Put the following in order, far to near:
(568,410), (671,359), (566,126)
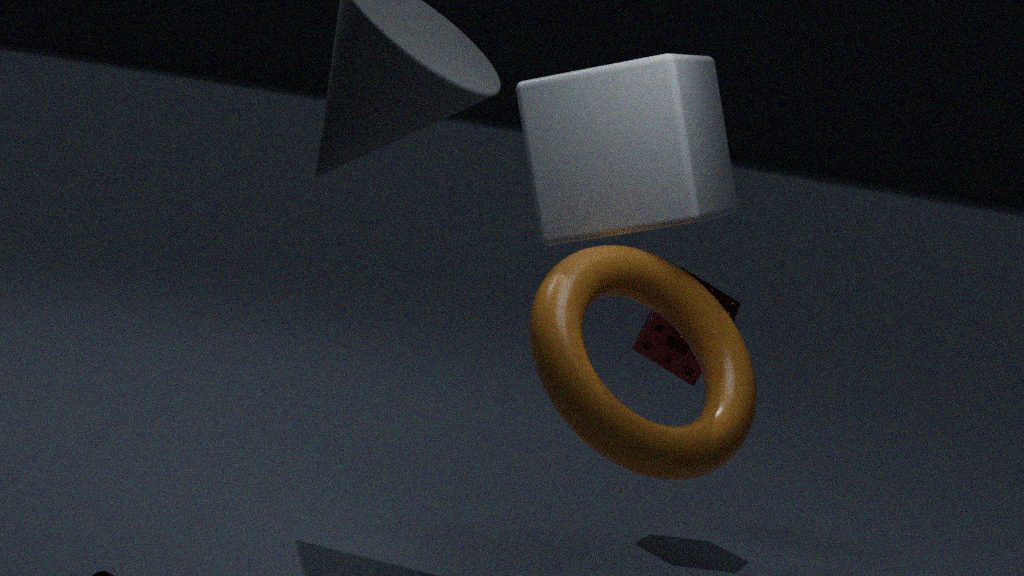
1. (671,359)
2. (566,126)
3. (568,410)
